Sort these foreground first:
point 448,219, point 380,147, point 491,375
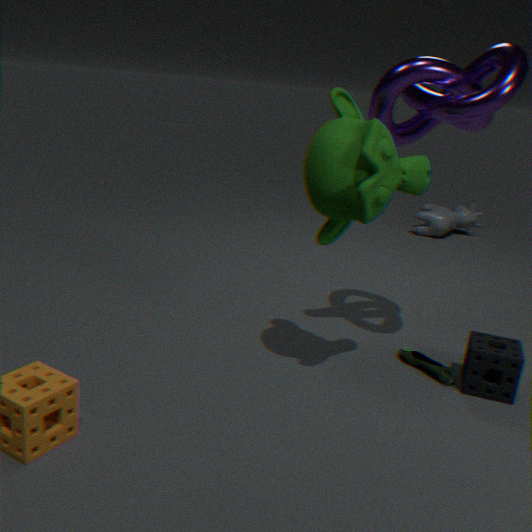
1. point 380,147
2. point 491,375
3. point 448,219
